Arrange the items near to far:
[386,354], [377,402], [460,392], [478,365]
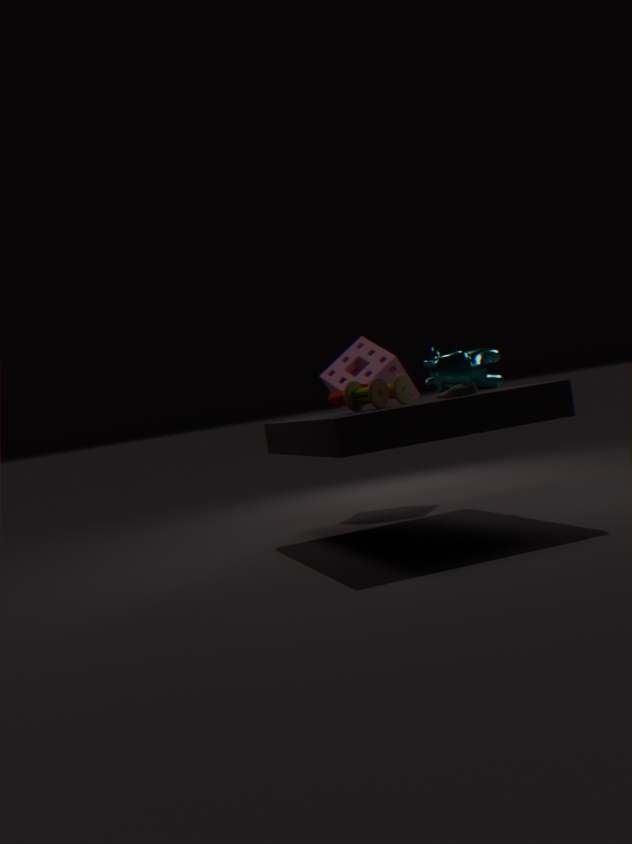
[377,402] → [460,392] → [478,365] → [386,354]
